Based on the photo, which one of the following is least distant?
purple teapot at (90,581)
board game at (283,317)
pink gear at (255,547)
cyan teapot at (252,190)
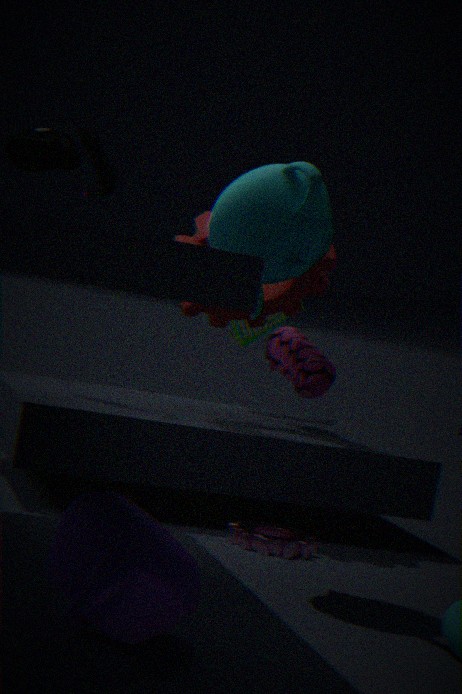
purple teapot at (90,581)
